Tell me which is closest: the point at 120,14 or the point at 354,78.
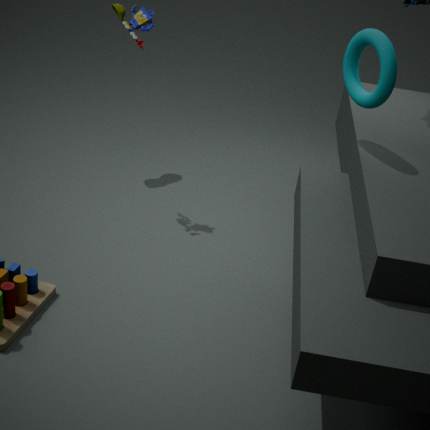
the point at 354,78
